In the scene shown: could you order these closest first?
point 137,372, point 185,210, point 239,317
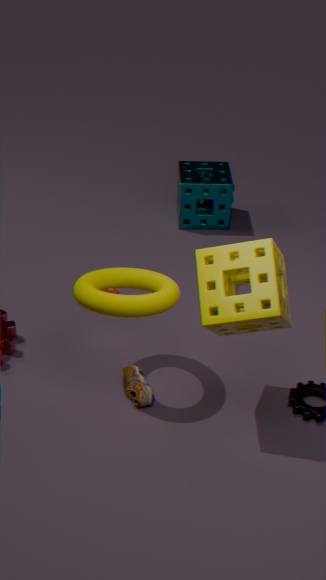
point 239,317 → point 137,372 → point 185,210
